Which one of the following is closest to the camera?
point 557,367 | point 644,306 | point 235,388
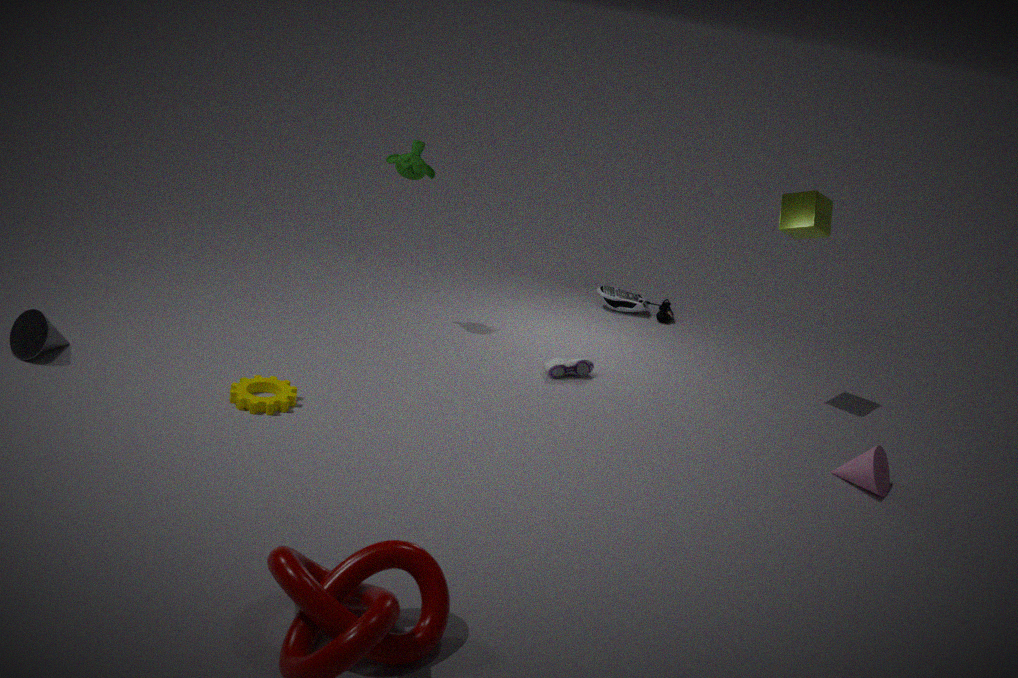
point 235,388
